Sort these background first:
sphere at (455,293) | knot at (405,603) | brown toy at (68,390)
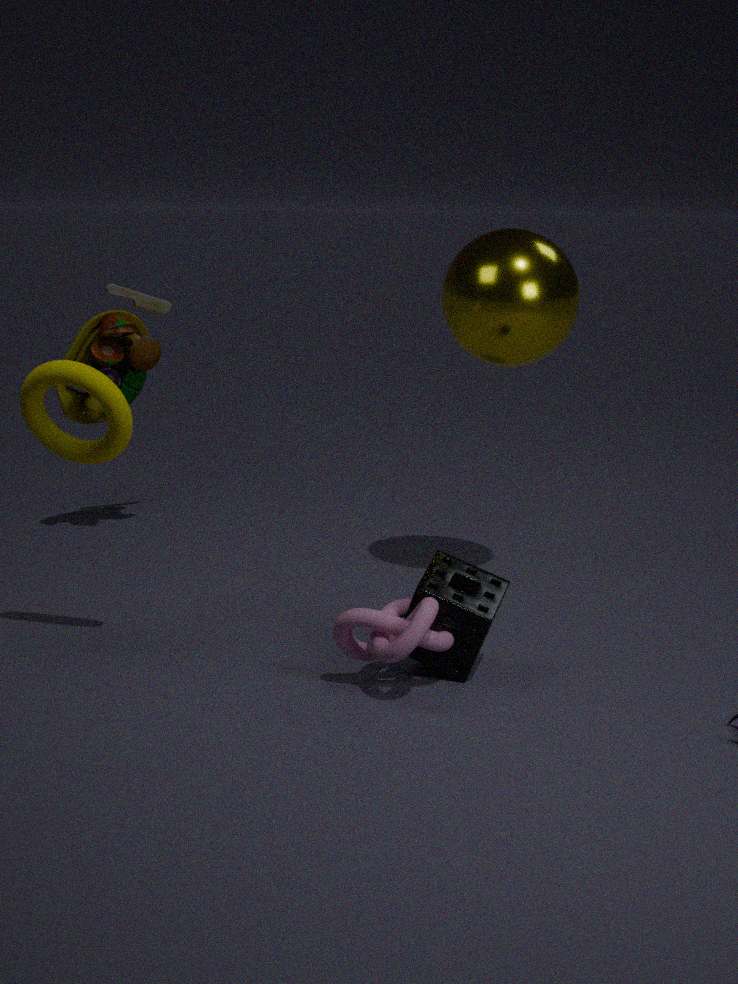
brown toy at (68,390), sphere at (455,293), knot at (405,603)
